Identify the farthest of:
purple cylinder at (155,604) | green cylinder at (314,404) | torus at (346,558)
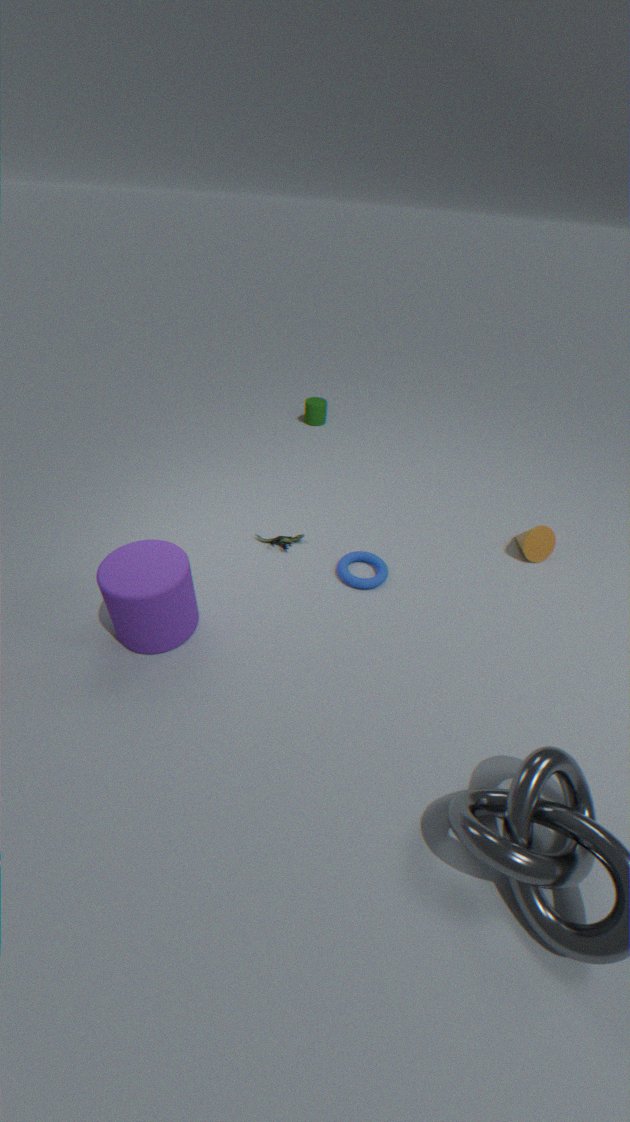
green cylinder at (314,404)
